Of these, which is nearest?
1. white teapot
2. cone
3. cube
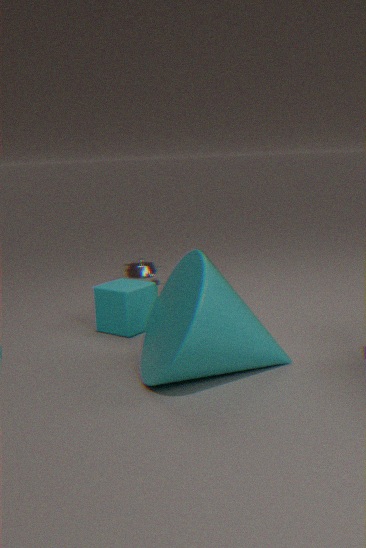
cone
